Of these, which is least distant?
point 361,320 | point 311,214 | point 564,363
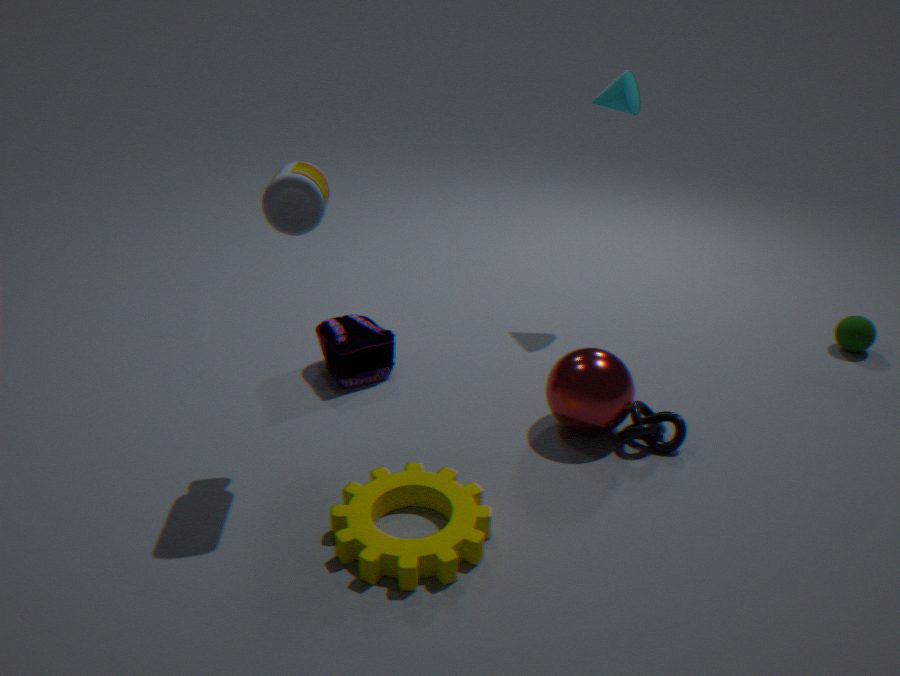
point 311,214
